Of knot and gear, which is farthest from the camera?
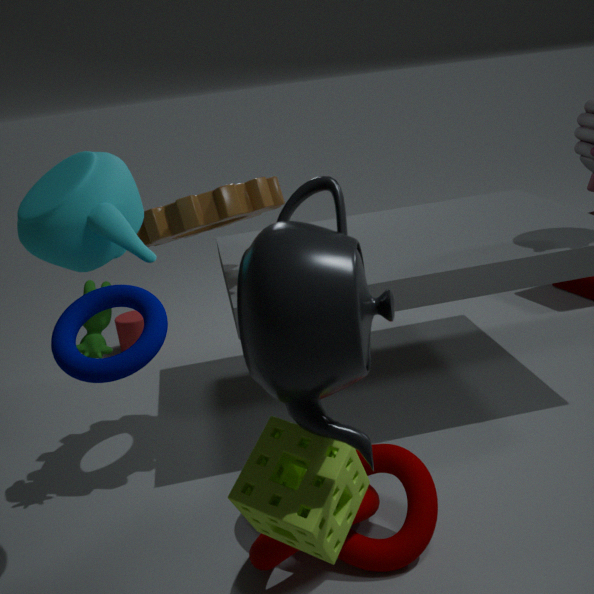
gear
